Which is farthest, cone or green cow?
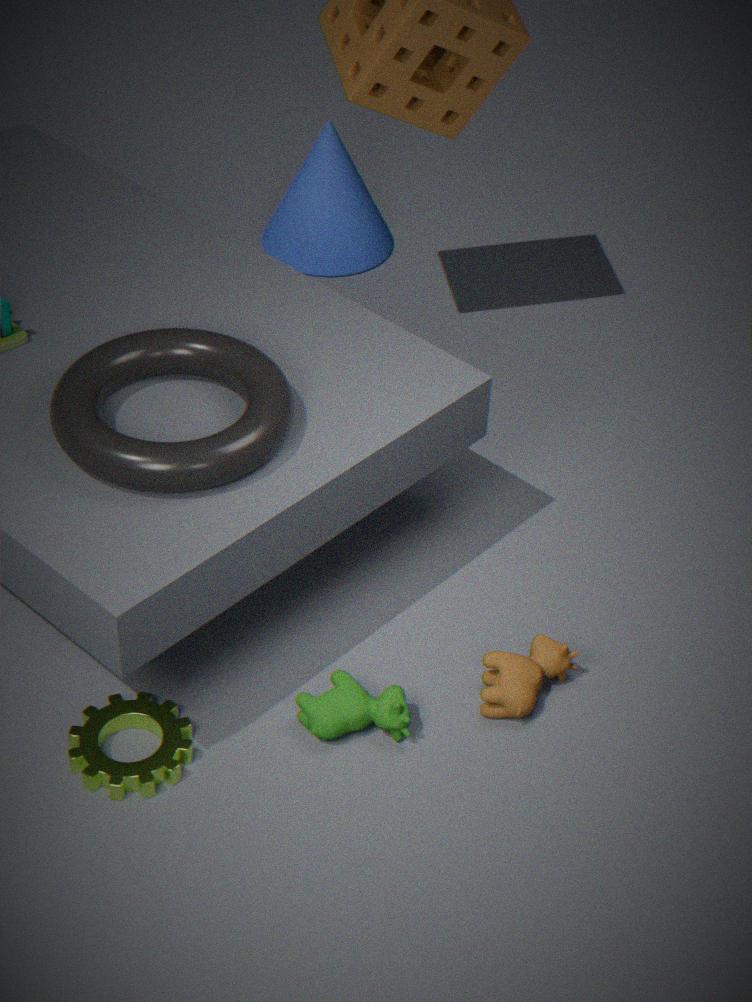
cone
